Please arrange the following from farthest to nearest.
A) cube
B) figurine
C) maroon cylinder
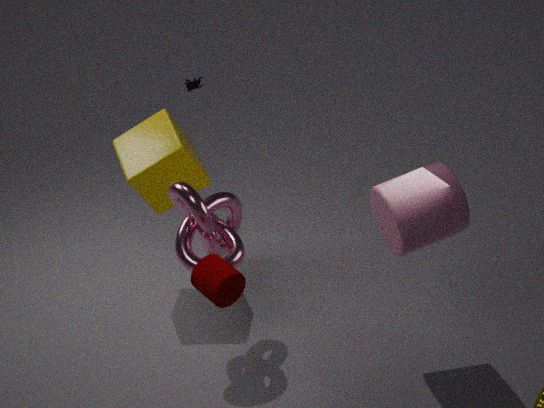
figurine, cube, maroon cylinder
